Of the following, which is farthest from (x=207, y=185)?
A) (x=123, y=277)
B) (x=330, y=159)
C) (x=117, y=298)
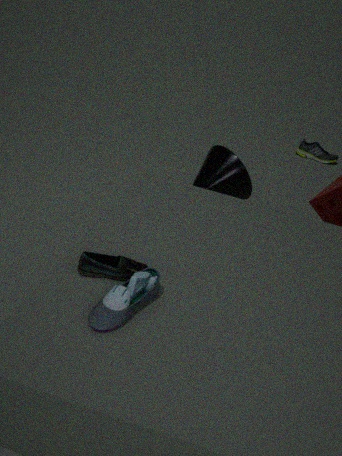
(x=117, y=298)
